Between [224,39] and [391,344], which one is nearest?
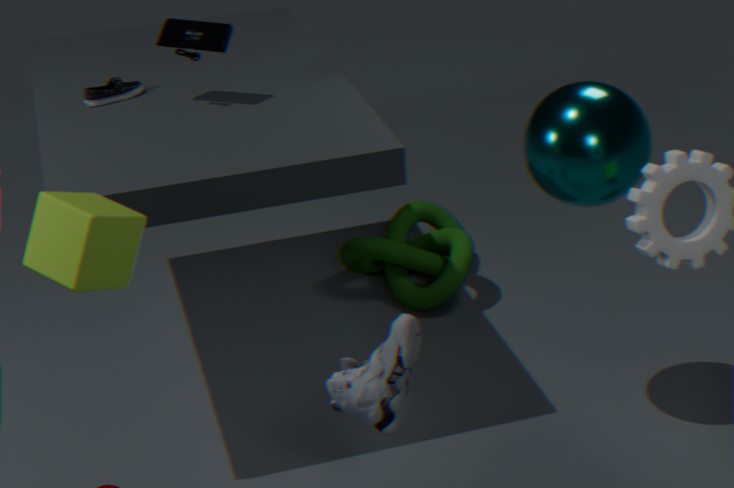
[391,344]
